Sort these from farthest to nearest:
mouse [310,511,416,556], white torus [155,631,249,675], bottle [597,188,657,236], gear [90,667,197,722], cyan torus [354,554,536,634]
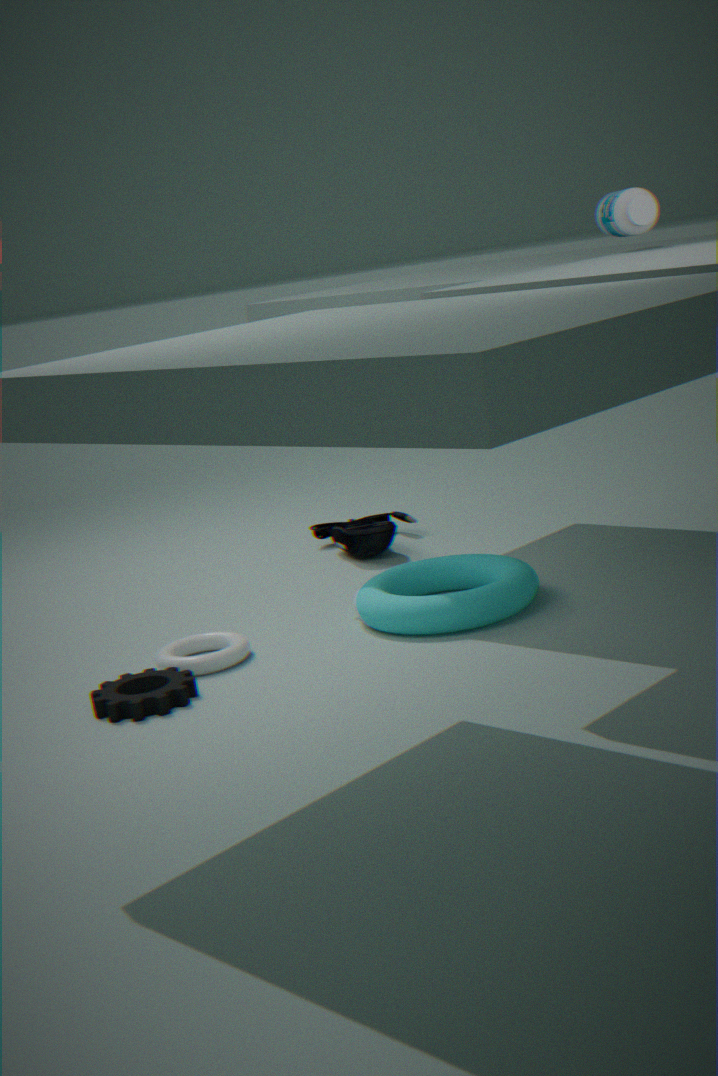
mouse [310,511,416,556] → cyan torus [354,554,536,634] → white torus [155,631,249,675] → bottle [597,188,657,236] → gear [90,667,197,722]
